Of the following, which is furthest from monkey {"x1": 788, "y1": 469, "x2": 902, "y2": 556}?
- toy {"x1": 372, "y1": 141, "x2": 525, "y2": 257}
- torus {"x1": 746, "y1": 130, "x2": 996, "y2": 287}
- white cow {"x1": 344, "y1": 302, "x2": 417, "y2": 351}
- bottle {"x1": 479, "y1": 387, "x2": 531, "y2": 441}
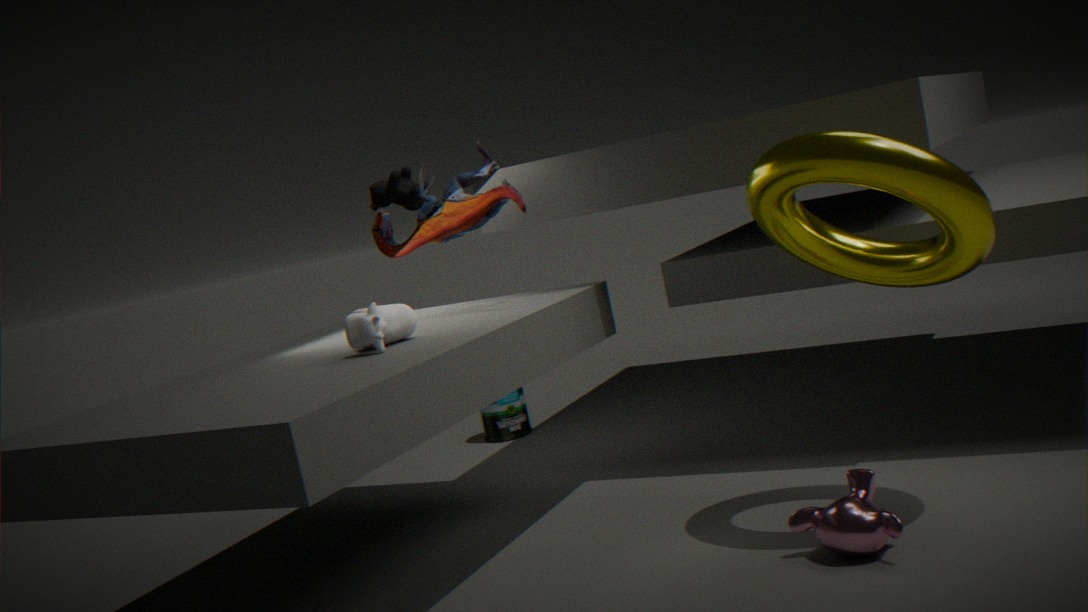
bottle {"x1": 479, "y1": 387, "x2": 531, "y2": 441}
